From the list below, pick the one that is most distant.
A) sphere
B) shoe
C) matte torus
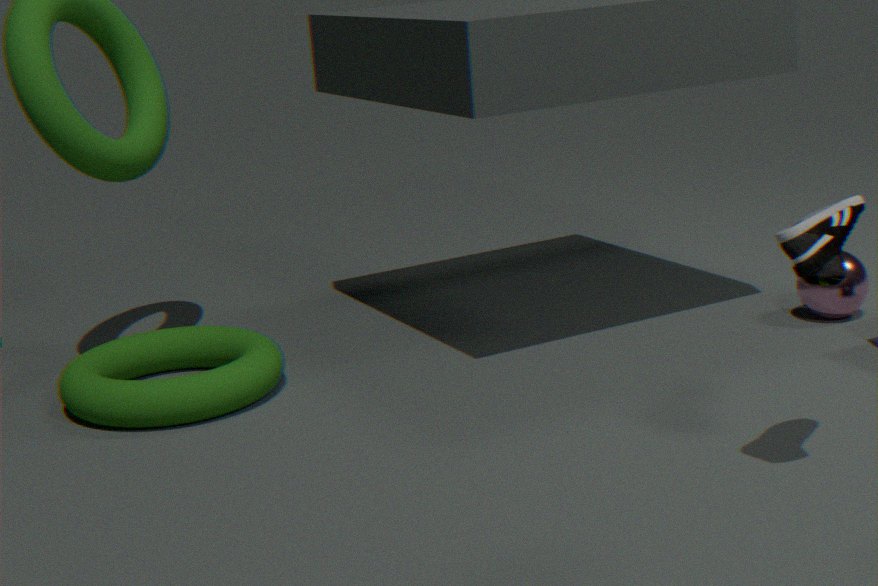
sphere
